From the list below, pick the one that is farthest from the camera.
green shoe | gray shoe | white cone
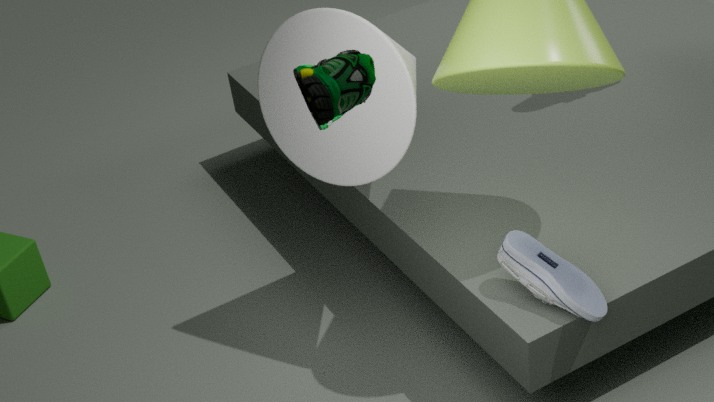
white cone
